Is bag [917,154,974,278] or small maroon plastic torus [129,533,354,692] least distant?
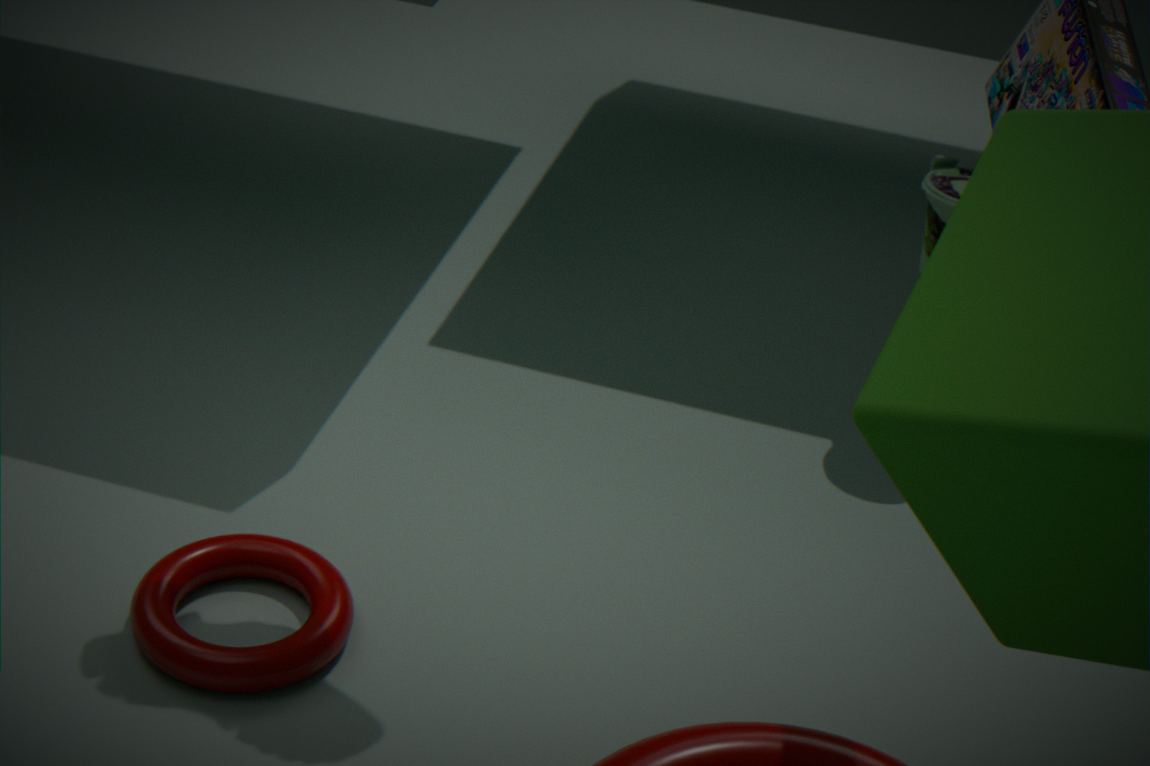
small maroon plastic torus [129,533,354,692]
